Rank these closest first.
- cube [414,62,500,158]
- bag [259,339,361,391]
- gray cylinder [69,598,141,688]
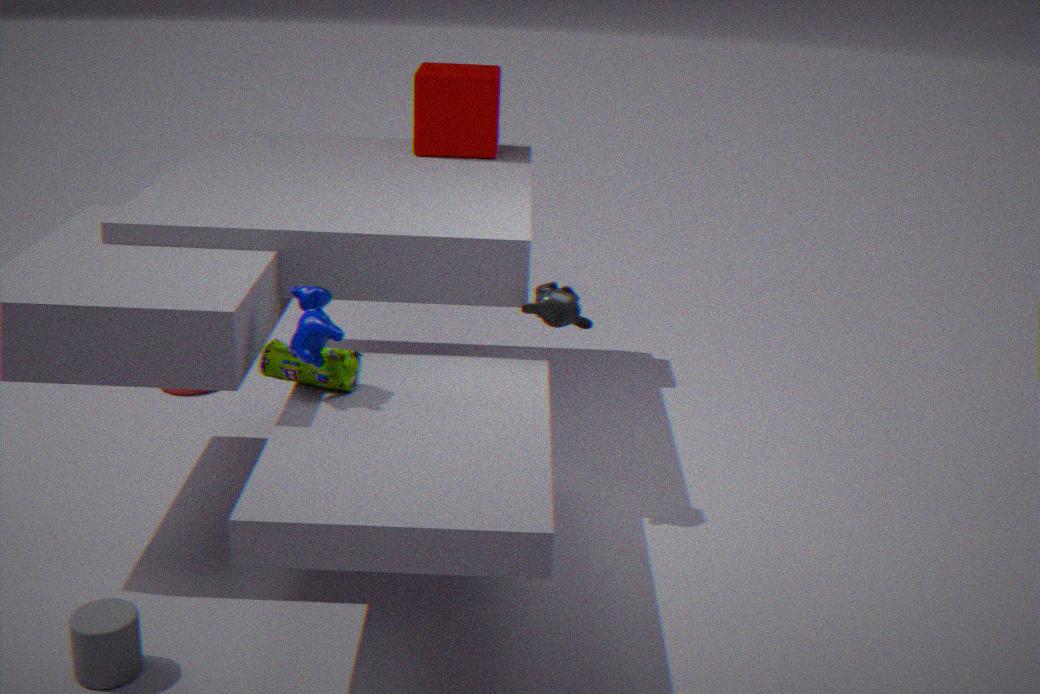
gray cylinder [69,598,141,688] < bag [259,339,361,391] < cube [414,62,500,158]
